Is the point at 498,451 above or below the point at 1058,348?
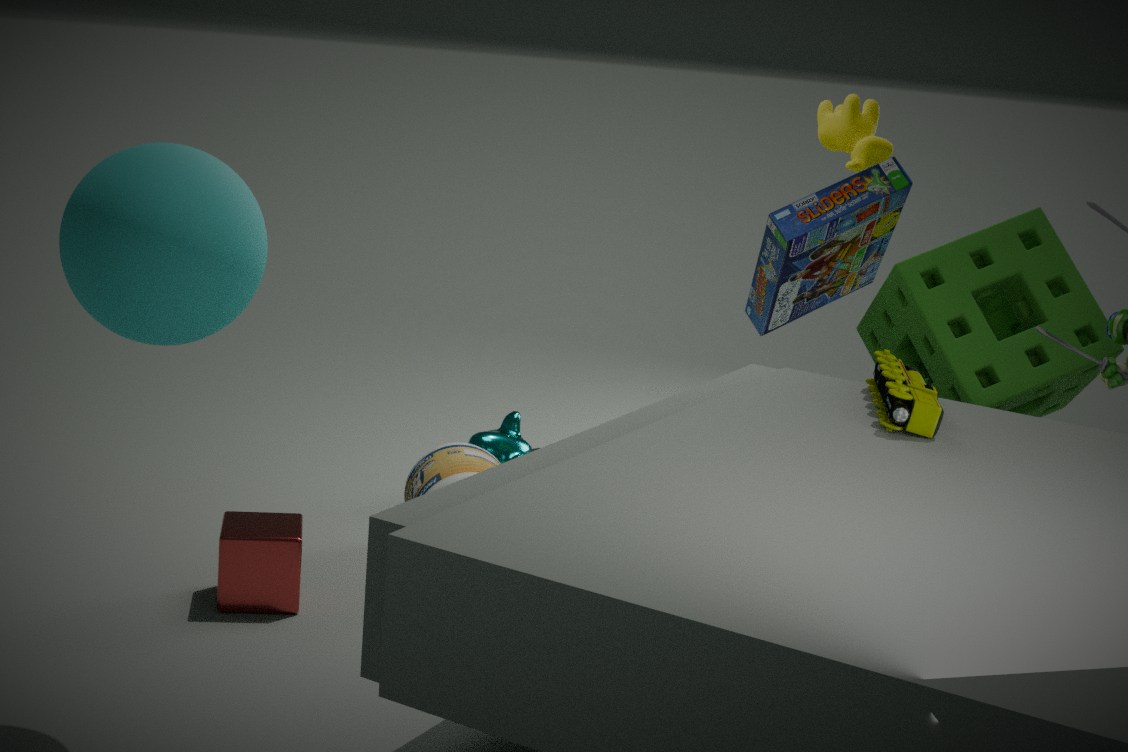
below
